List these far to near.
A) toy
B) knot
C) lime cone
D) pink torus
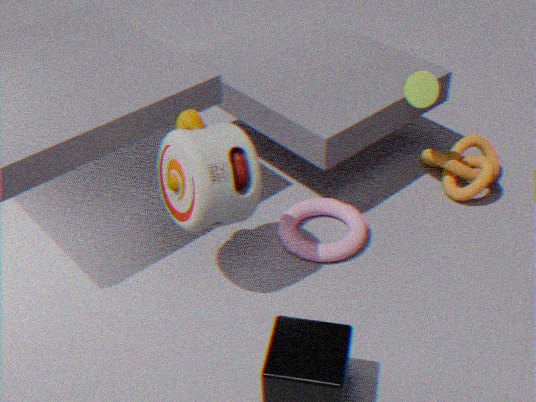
knot
lime cone
pink torus
toy
